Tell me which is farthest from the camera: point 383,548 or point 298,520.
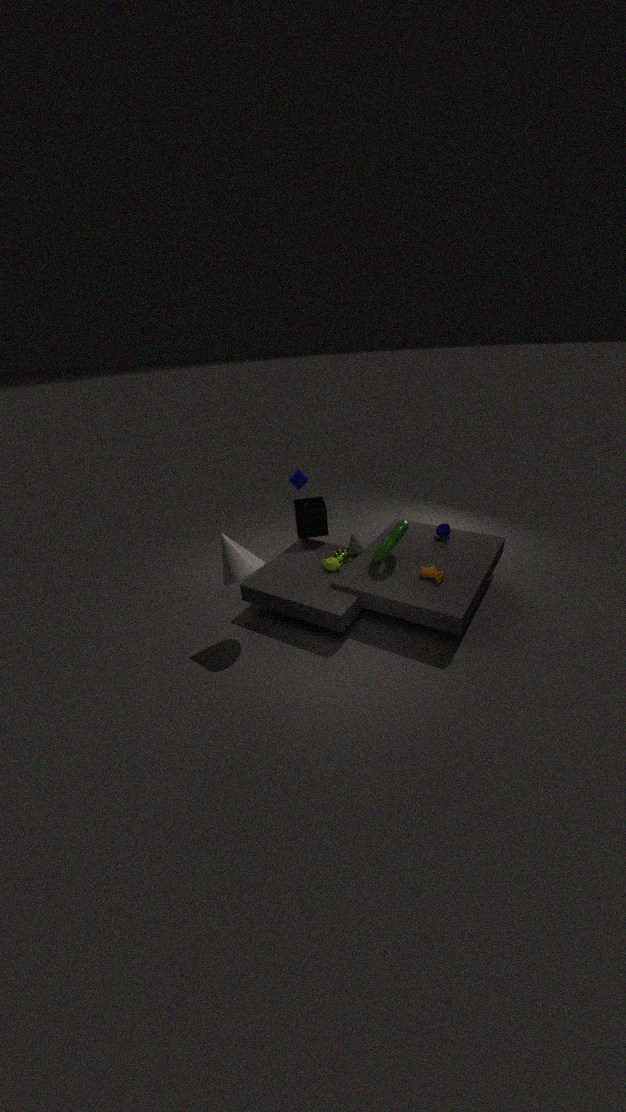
point 298,520
